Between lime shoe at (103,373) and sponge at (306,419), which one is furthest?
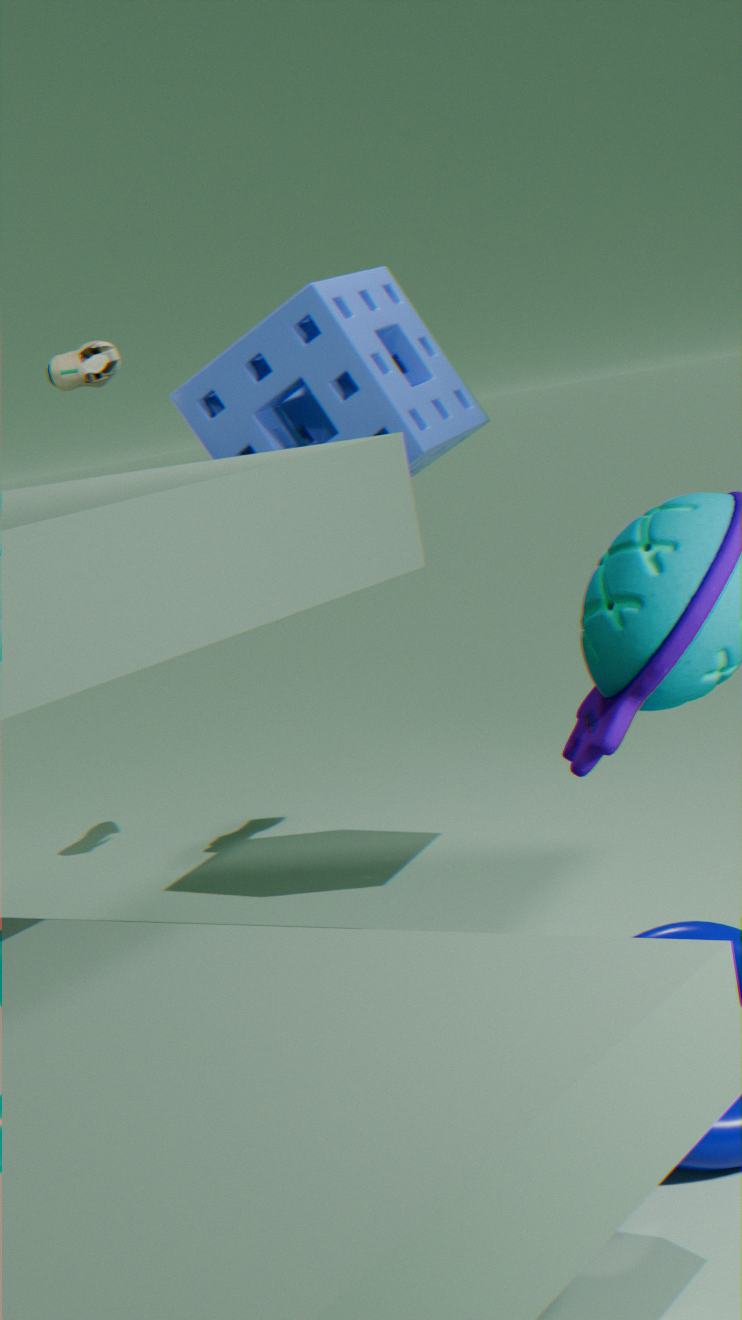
lime shoe at (103,373)
